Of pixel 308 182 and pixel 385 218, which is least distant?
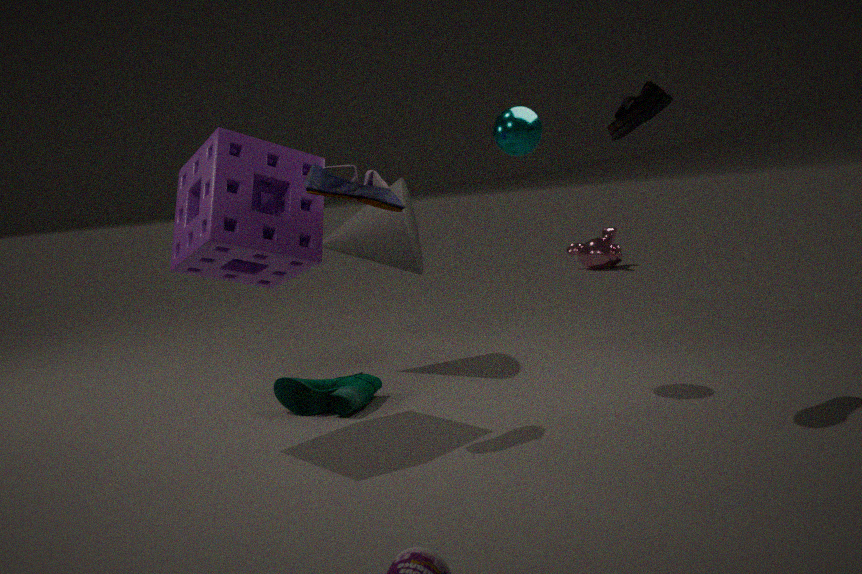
pixel 308 182
